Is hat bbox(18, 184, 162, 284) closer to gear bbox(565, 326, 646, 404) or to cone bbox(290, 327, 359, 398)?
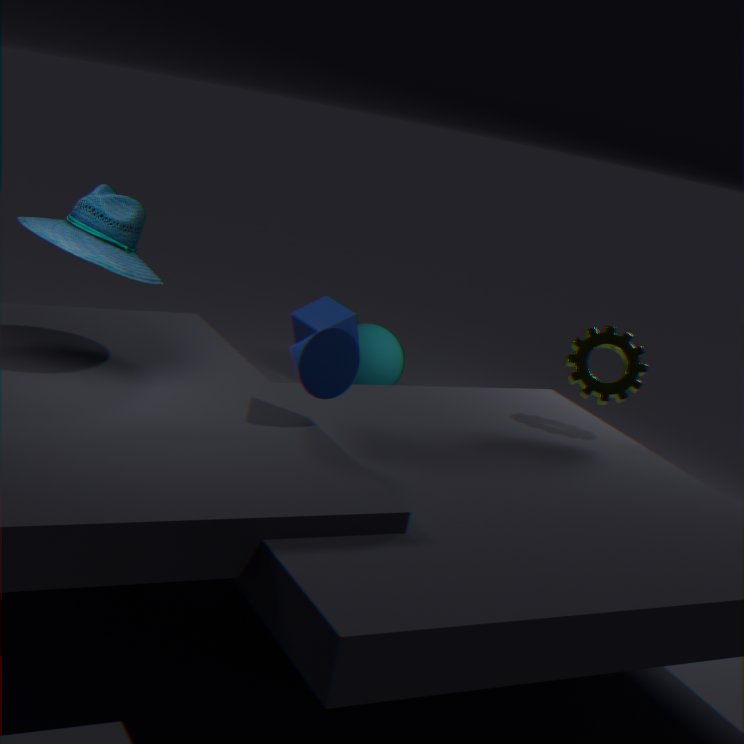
cone bbox(290, 327, 359, 398)
